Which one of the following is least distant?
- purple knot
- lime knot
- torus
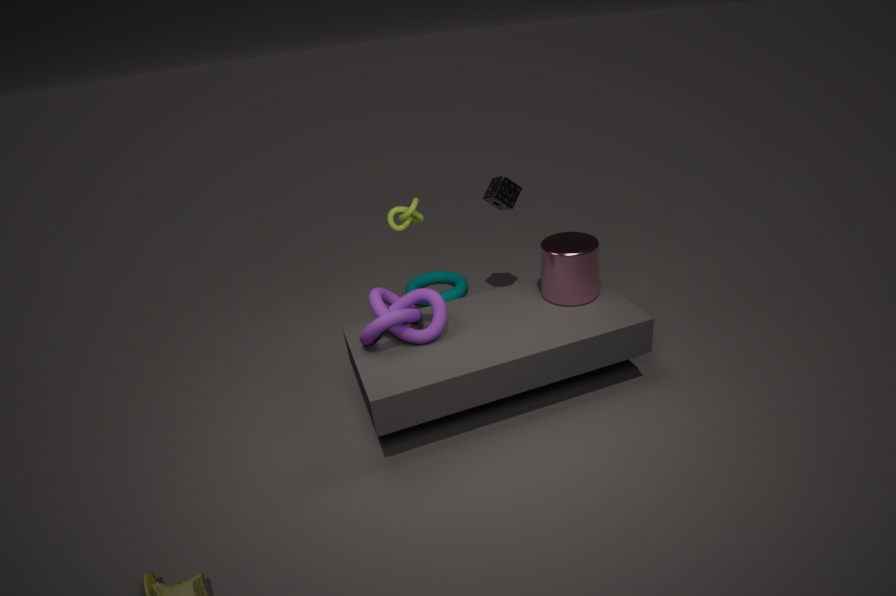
purple knot
